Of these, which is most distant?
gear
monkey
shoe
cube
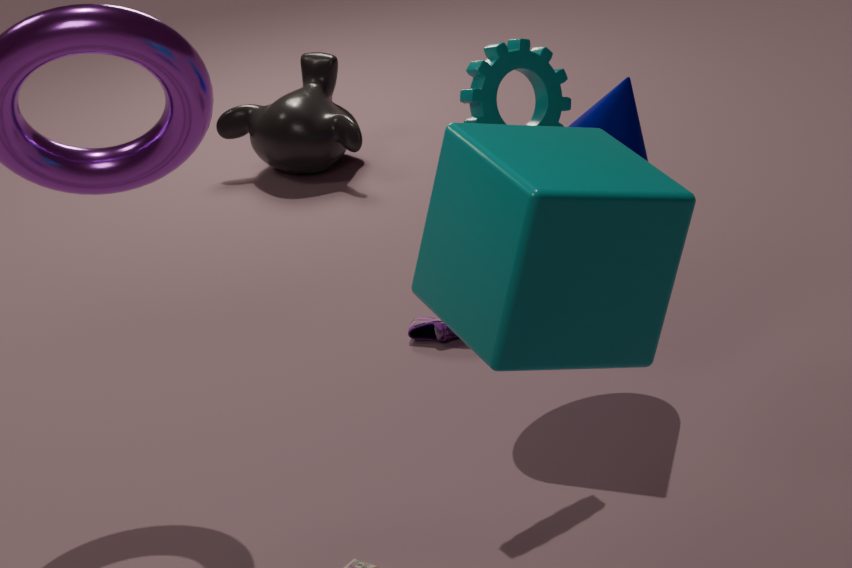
monkey
